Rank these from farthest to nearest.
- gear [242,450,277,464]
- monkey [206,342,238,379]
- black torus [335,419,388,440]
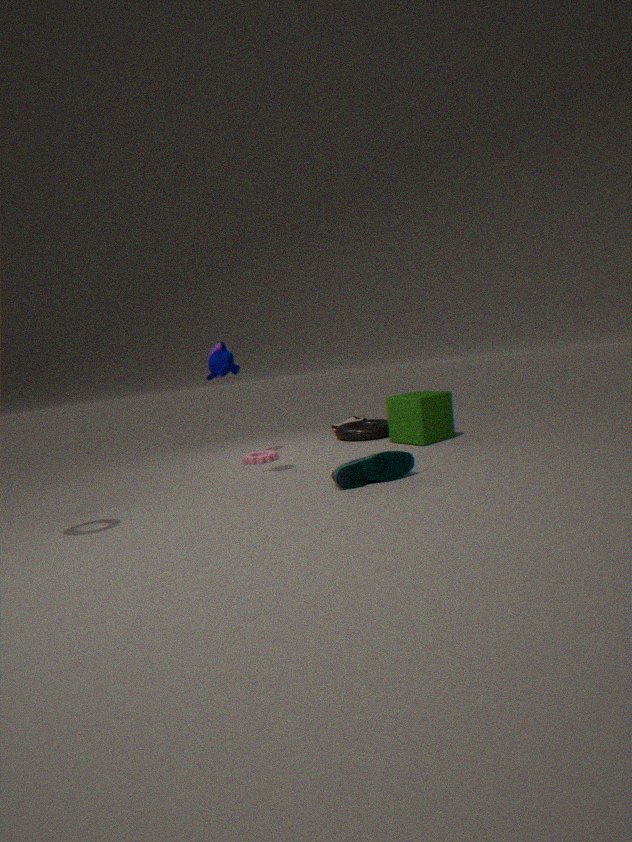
black torus [335,419,388,440] < gear [242,450,277,464] < monkey [206,342,238,379]
